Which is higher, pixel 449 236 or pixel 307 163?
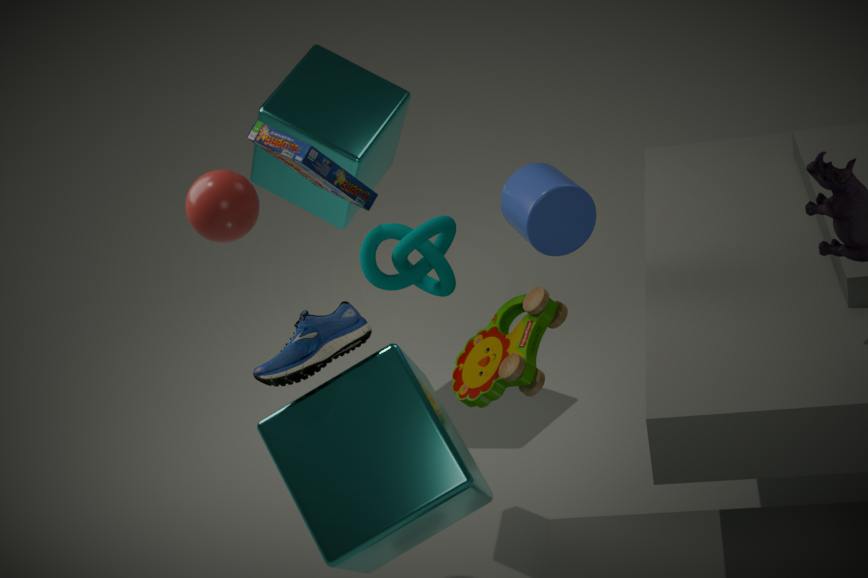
pixel 307 163
